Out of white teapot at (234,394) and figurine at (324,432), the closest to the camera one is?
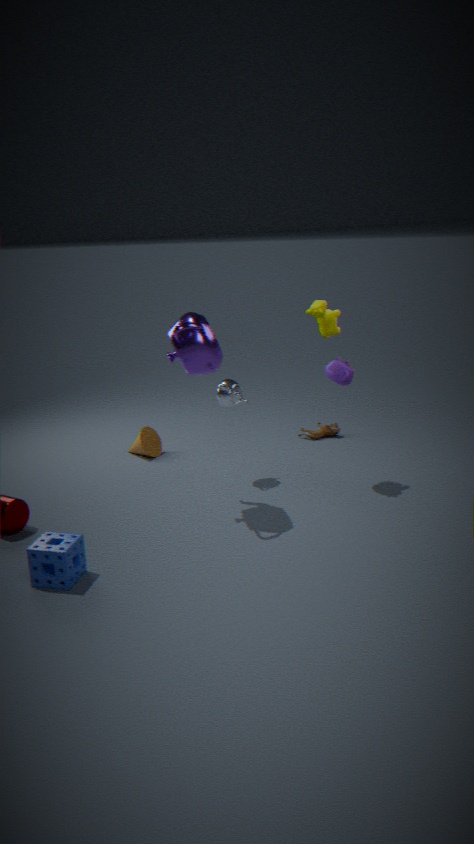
white teapot at (234,394)
